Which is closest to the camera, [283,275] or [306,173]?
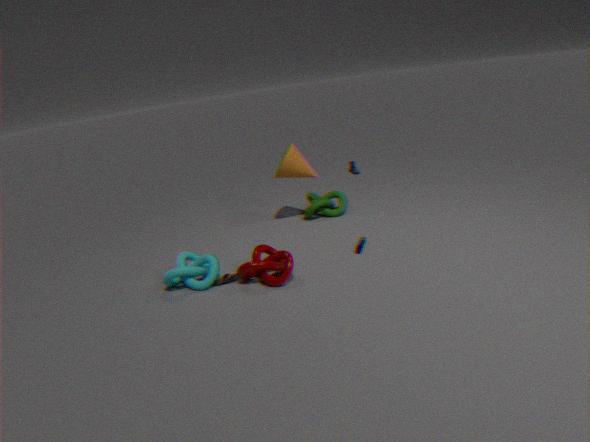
[283,275]
